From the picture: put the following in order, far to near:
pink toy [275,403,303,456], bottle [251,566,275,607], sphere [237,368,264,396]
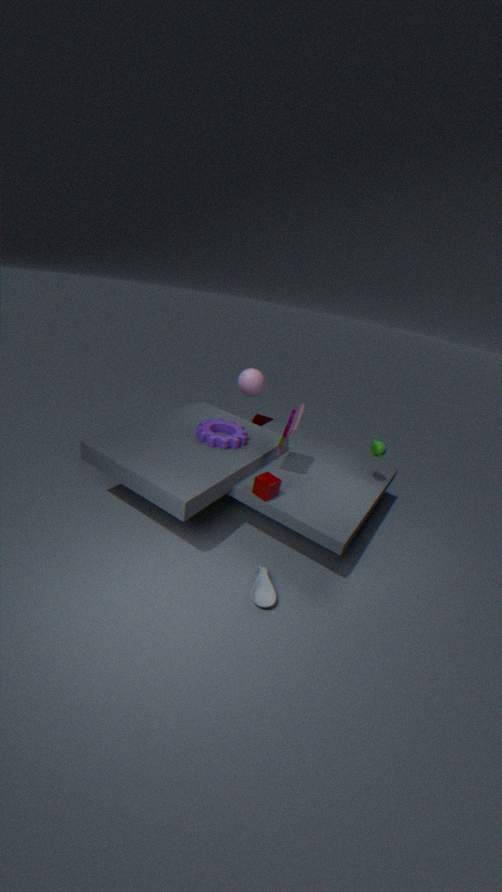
sphere [237,368,264,396] < pink toy [275,403,303,456] < bottle [251,566,275,607]
